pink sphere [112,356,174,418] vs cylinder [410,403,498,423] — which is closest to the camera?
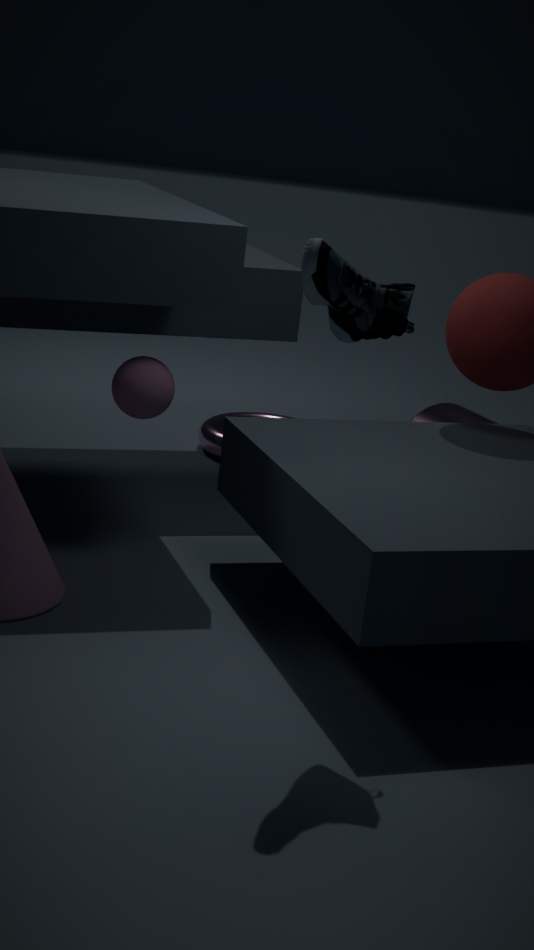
pink sphere [112,356,174,418]
